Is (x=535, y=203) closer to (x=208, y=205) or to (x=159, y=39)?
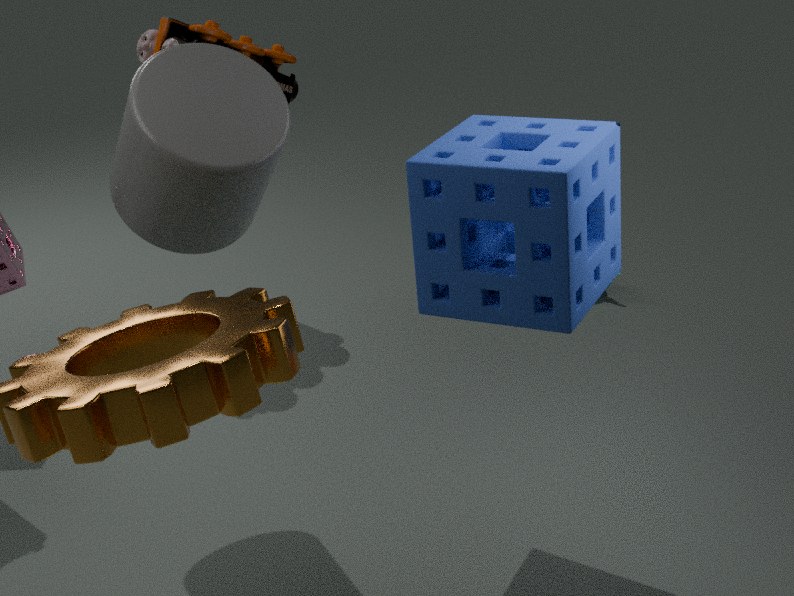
(x=208, y=205)
